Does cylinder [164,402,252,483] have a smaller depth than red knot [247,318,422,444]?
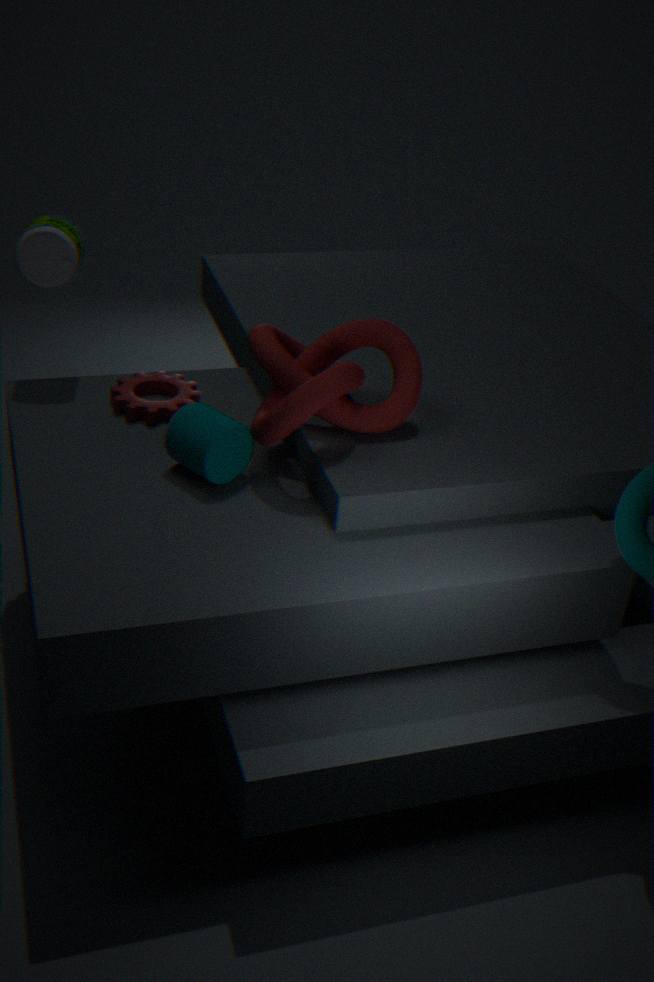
No
